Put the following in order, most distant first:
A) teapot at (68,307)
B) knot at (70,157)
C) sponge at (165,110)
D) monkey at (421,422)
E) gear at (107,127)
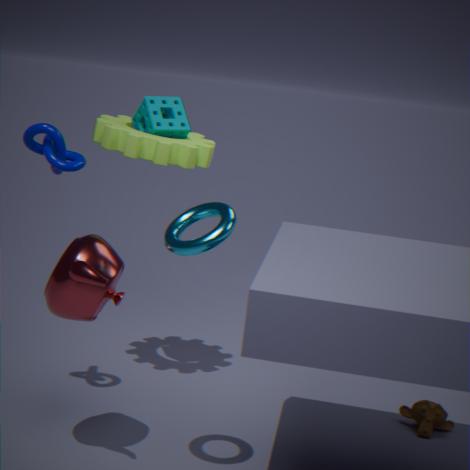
D. monkey at (421,422), C. sponge at (165,110), E. gear at (107,127), B. knot at (70,157), A. teapot at (68,307)
